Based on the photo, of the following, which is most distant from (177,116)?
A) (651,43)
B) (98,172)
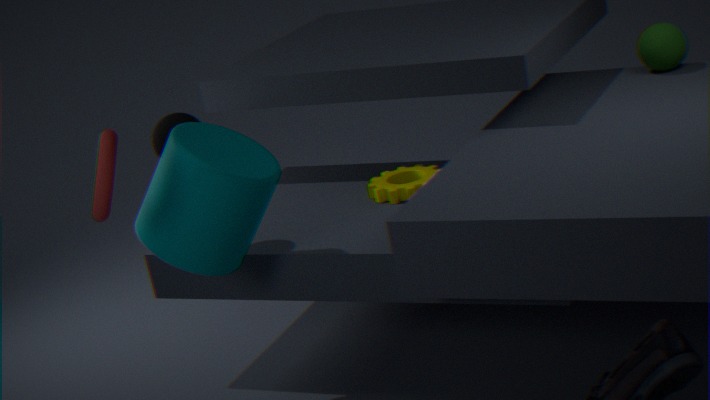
(651,43)
